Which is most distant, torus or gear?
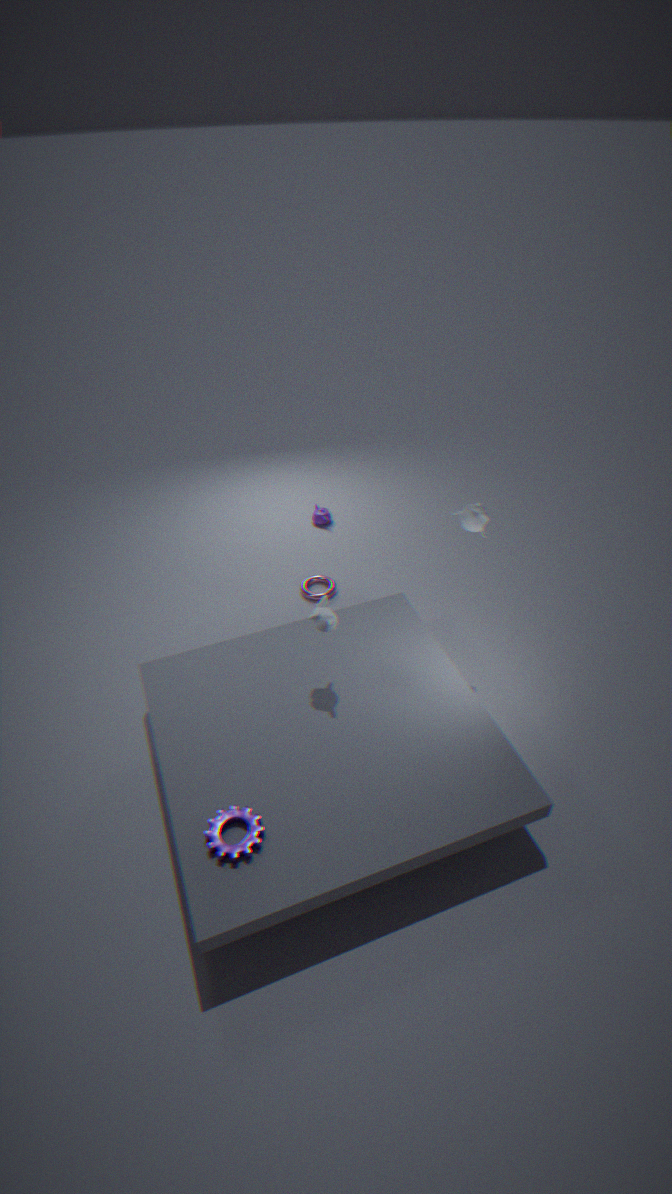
torus
